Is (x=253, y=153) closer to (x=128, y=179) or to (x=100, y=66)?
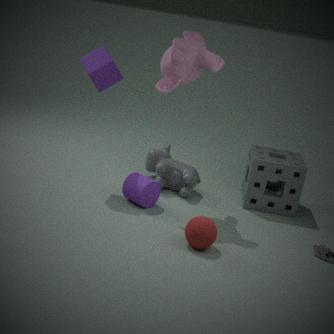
(x=128, y=179)
